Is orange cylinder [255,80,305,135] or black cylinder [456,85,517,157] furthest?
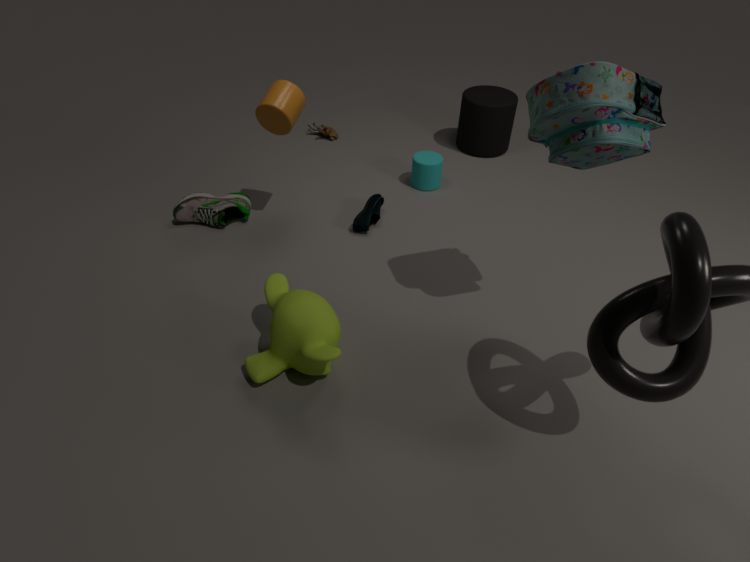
black cylinder [456,85,517,157]
